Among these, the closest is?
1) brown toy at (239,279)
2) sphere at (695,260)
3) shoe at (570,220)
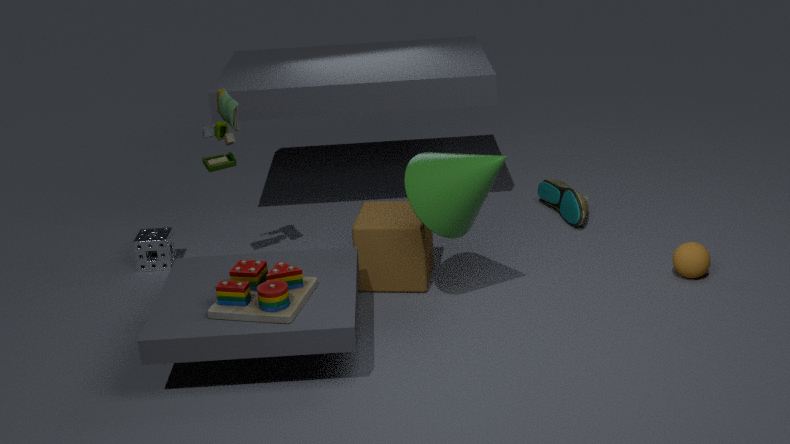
1. brown toy at (239,279)
